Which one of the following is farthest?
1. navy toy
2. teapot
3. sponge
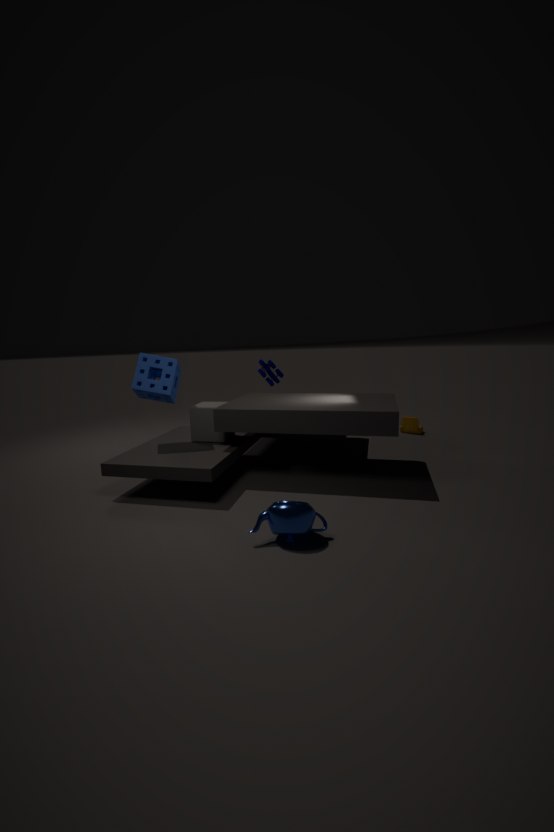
navy toy
